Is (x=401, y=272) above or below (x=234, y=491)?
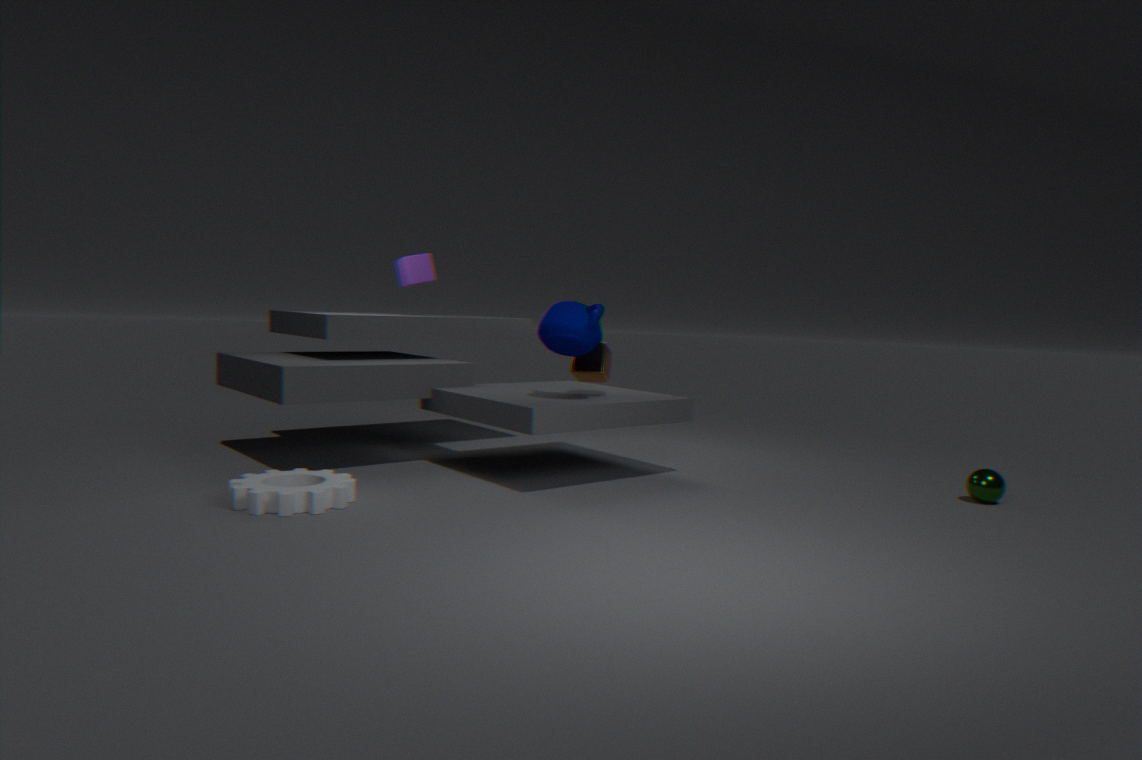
above
